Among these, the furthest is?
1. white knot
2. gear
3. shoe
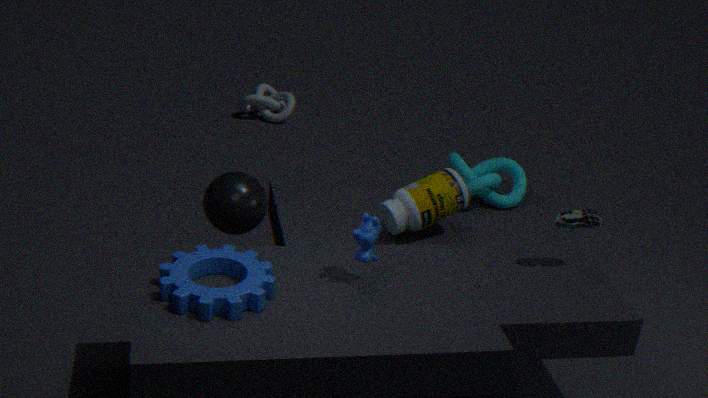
white knot
